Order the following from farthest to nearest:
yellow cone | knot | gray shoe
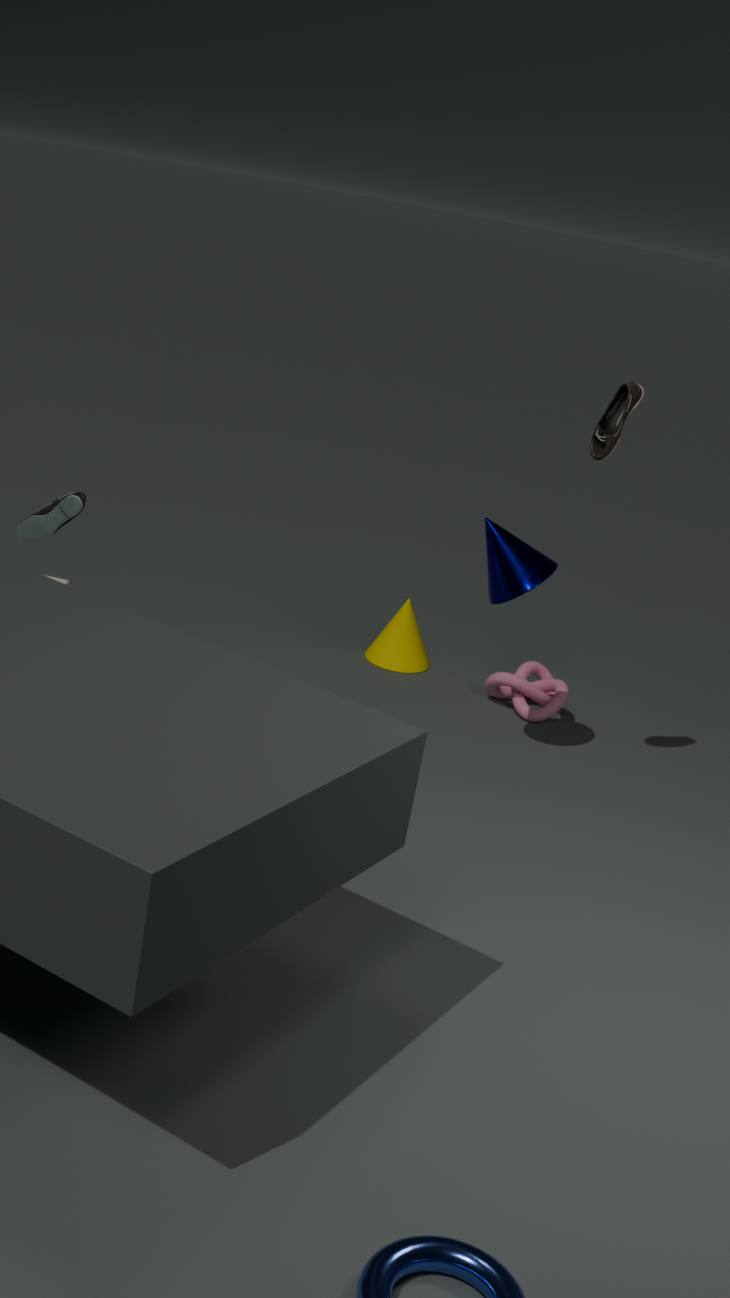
yellow cone < knot < gray shoe
